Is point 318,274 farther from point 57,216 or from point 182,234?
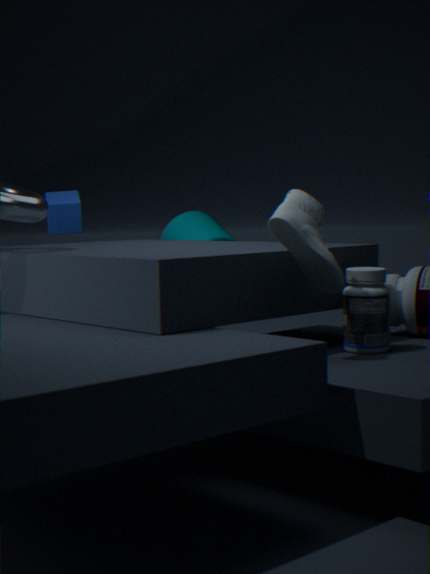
point 57,216
